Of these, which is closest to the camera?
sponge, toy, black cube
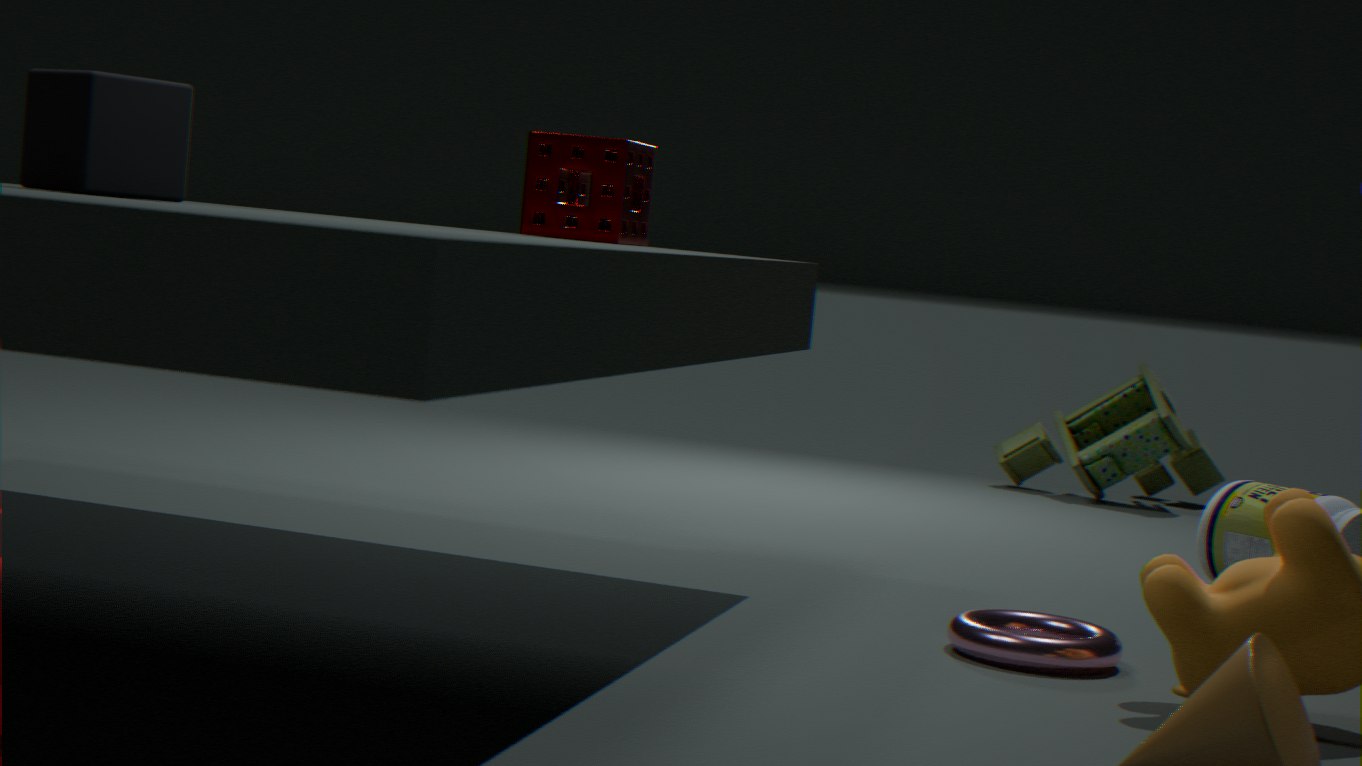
black cube
